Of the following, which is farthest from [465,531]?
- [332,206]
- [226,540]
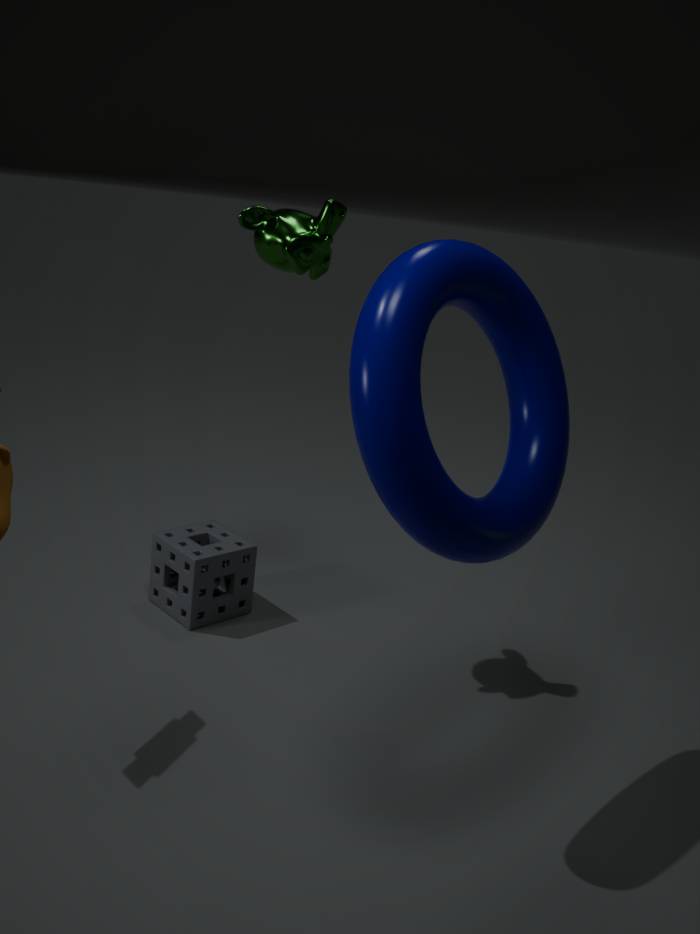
[226,540]
